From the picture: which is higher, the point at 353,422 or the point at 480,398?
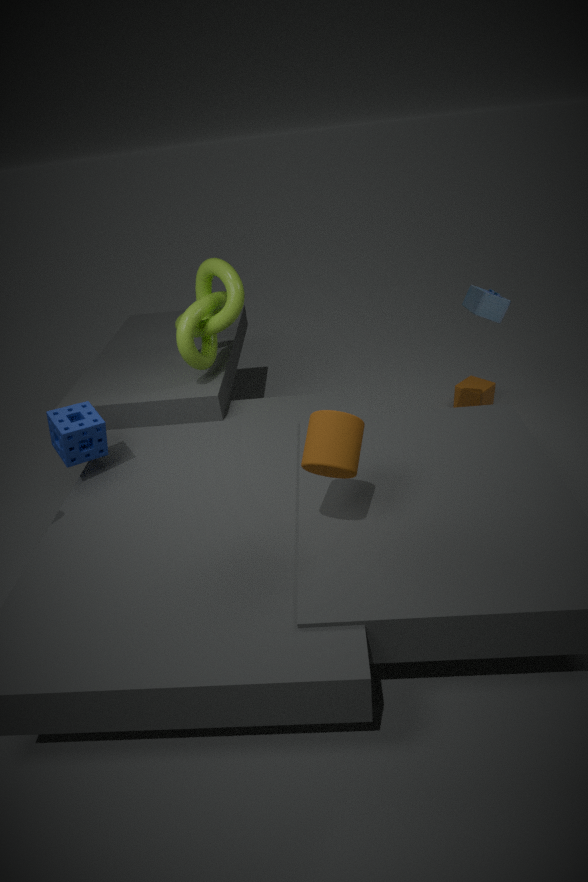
the point at 353,422
